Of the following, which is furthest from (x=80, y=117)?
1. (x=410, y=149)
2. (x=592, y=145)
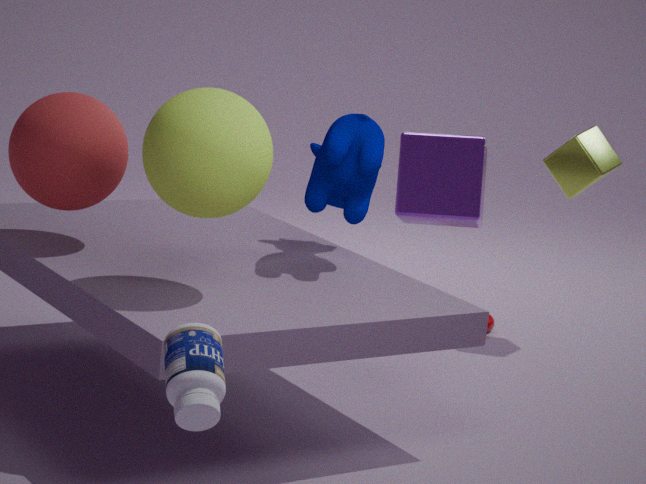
(x=592, y=145)
